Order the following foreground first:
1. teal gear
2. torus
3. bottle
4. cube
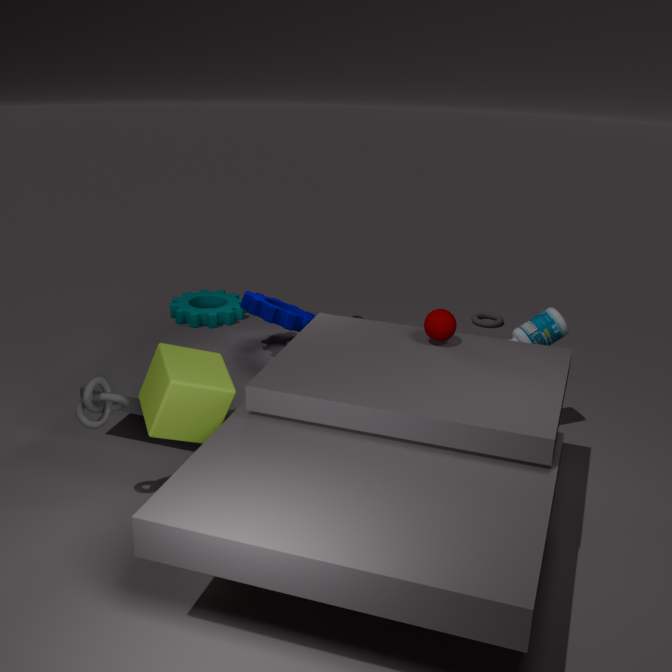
cube < bottle < teal gear < torus
